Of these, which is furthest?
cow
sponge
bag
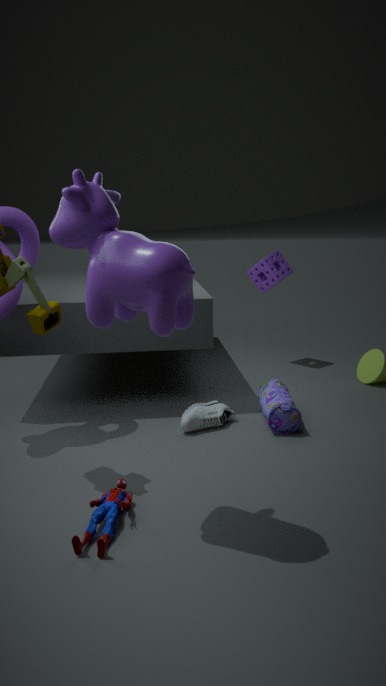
sponge
